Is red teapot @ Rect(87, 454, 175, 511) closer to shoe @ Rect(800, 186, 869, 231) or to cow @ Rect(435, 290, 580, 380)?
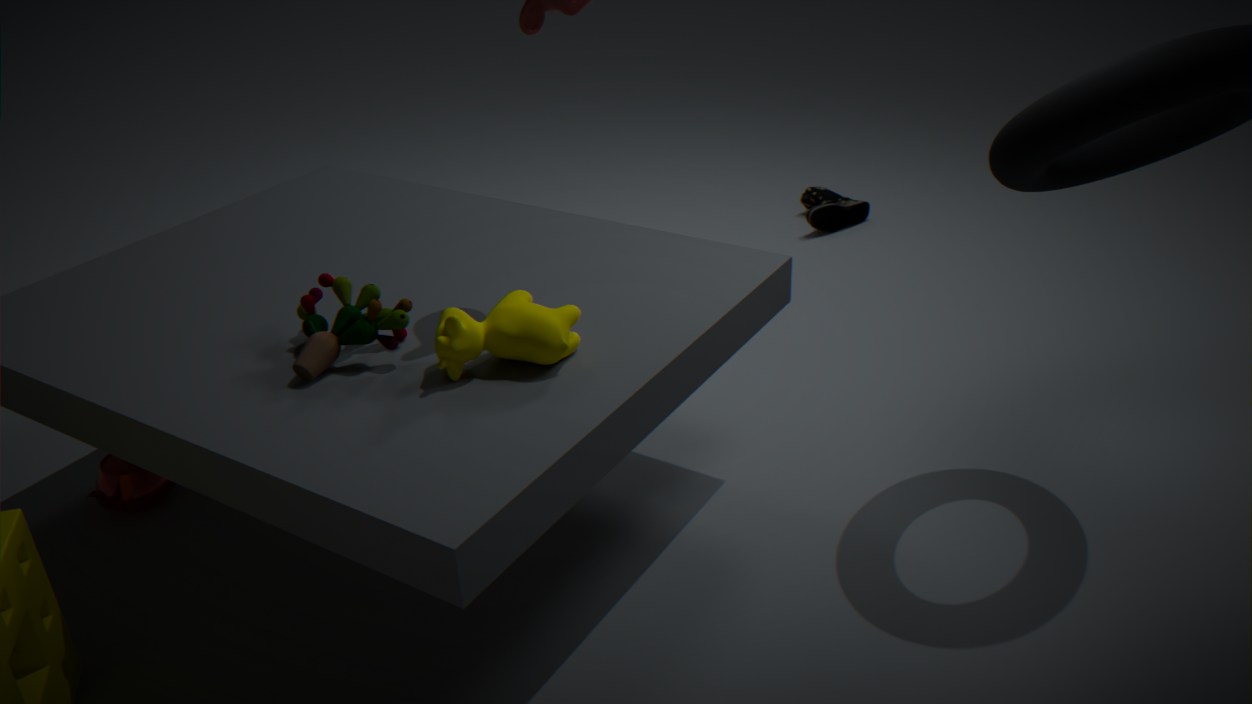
cow @ Rect(435, 290, 580, 380)
